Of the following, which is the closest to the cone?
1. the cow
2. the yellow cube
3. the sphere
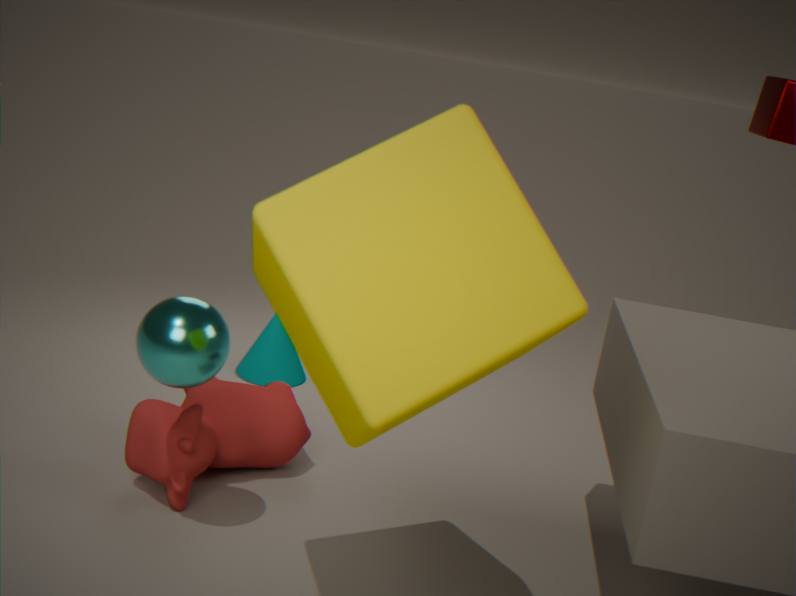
the cow
